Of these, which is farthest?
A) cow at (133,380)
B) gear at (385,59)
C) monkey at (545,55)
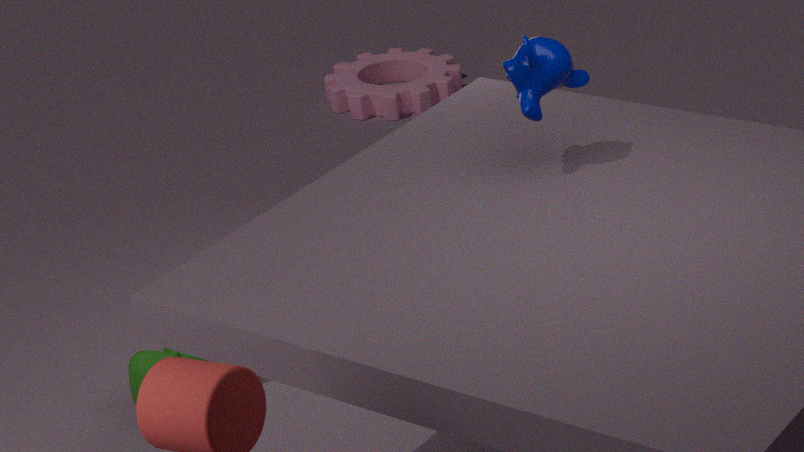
gear at (385,59)
